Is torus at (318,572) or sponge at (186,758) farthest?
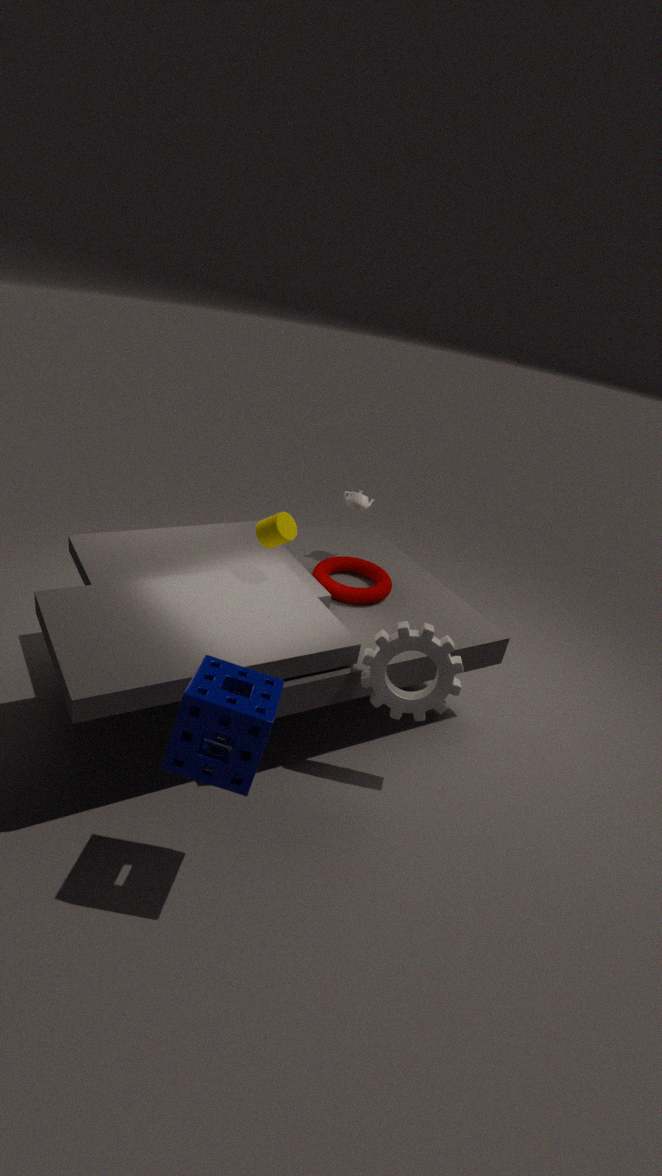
torus at (318,572)
